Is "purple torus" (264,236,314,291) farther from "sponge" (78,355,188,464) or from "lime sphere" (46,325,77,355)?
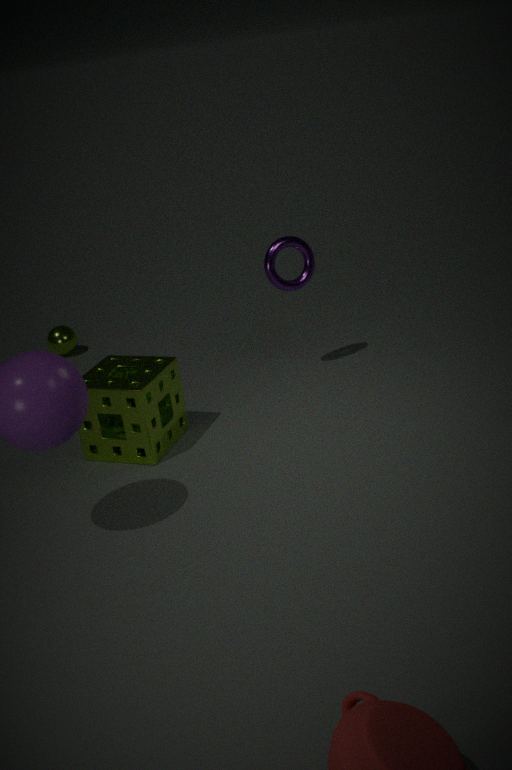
"lime sphere" (46,325,77,355)
